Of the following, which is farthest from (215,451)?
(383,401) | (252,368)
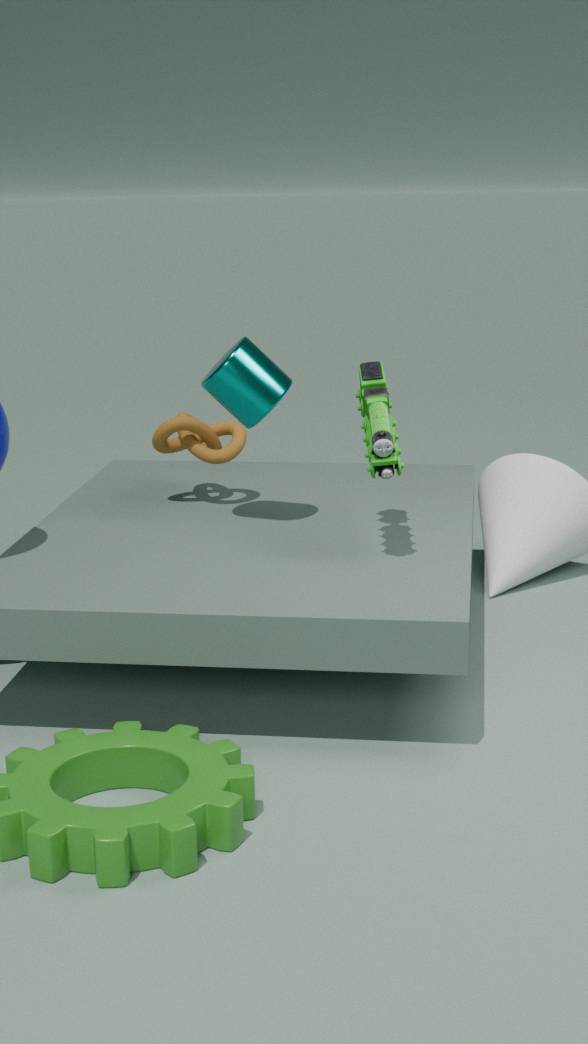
(383,401)
